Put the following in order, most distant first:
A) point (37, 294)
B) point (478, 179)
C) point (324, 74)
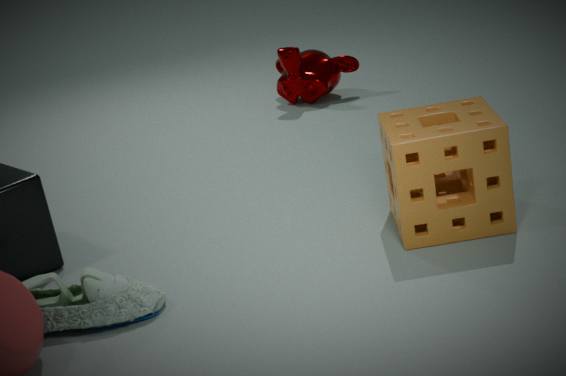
point (324, 74) < point (37, 294) < point (478, 179)
